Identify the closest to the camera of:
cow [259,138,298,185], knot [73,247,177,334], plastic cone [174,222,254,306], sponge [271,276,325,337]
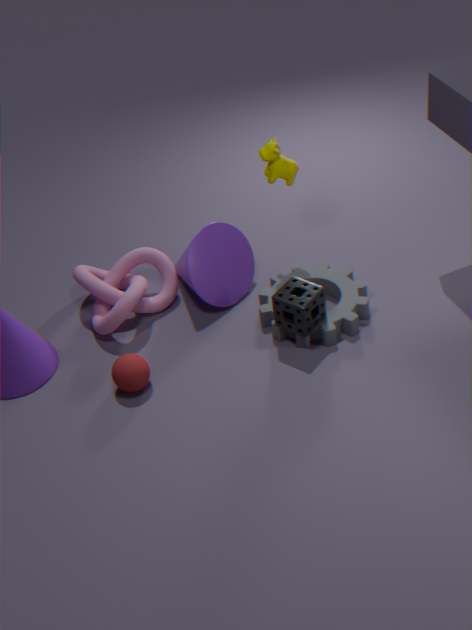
sponge [271,276,325,337]
